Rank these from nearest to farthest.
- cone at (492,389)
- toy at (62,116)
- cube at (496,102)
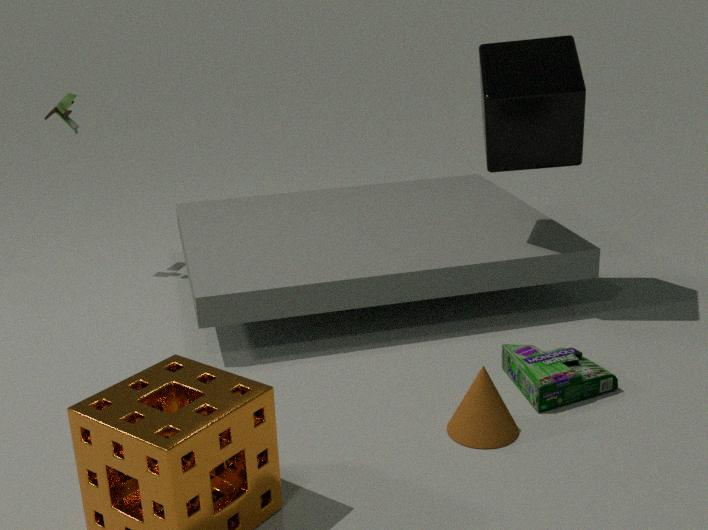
cone at (492,389), cube at (496,102), toy at (62,116)
